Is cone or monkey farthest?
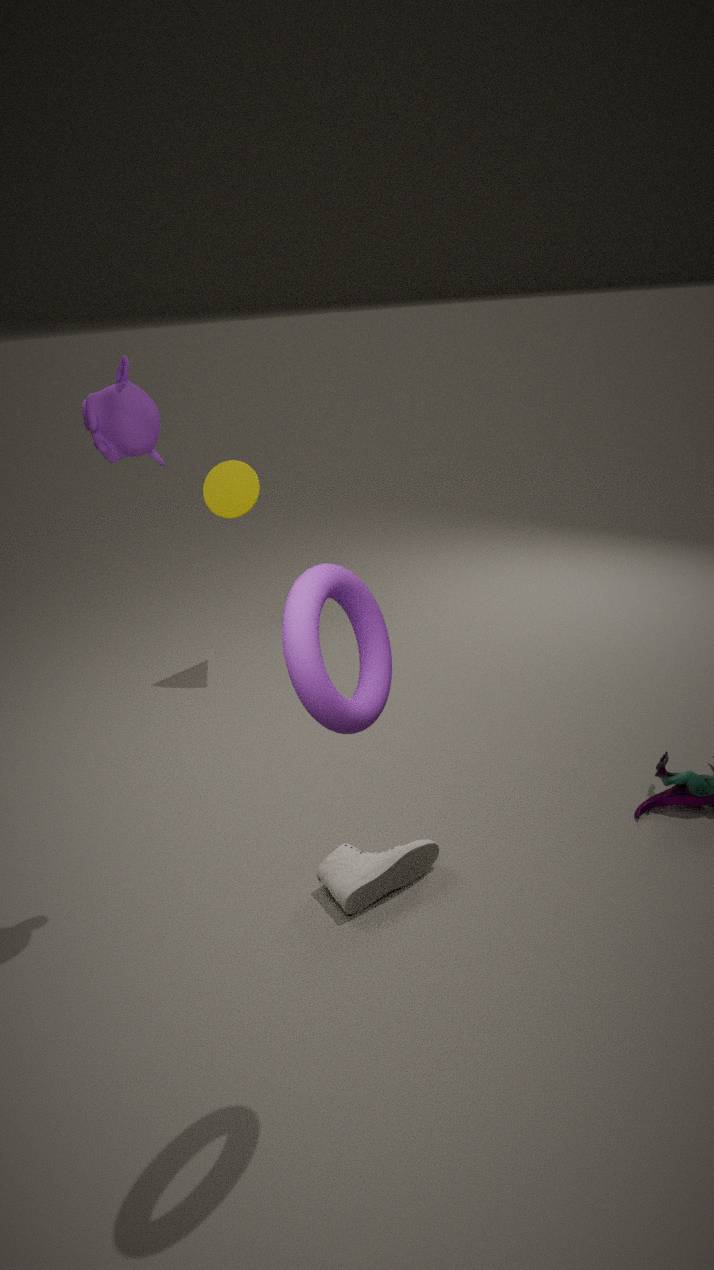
cone
